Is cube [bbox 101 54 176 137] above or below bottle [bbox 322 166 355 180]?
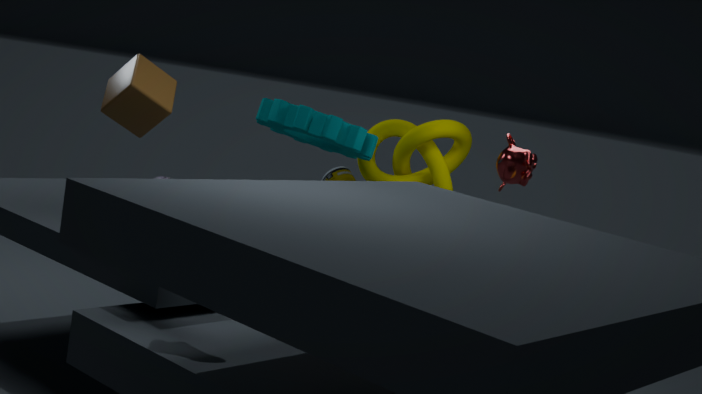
above
